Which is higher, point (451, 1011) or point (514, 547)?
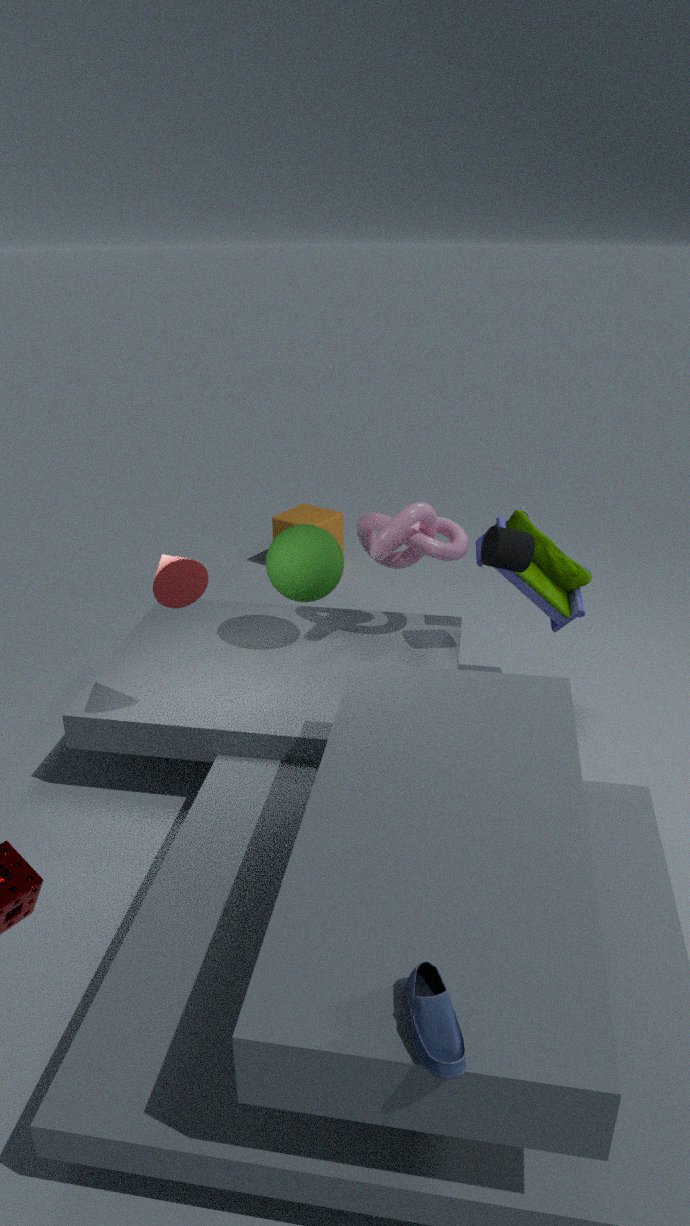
point (514, 547)
